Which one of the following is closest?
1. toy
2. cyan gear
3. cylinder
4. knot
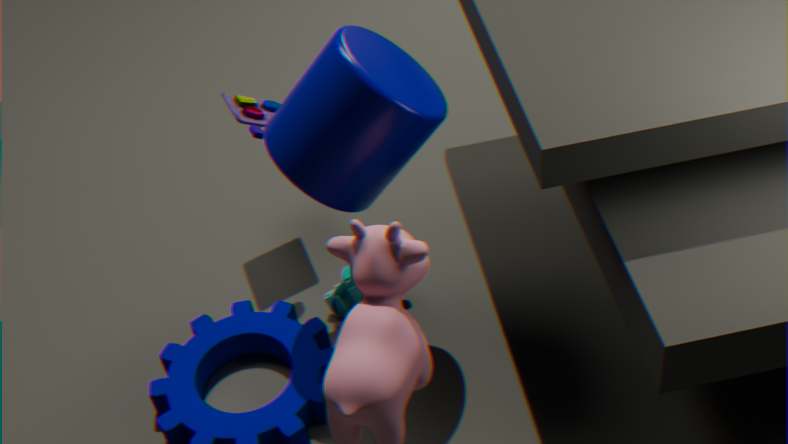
cylinder
